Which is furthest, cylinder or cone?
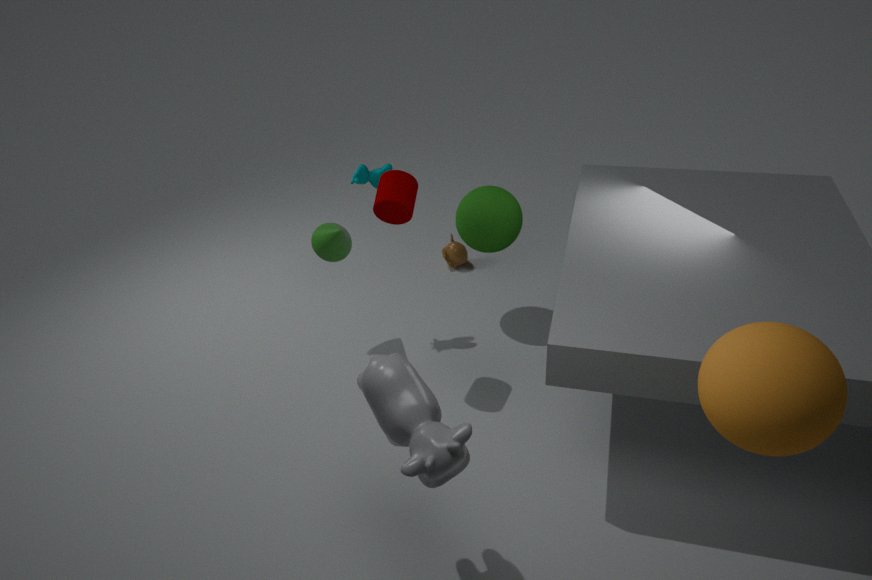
cone
